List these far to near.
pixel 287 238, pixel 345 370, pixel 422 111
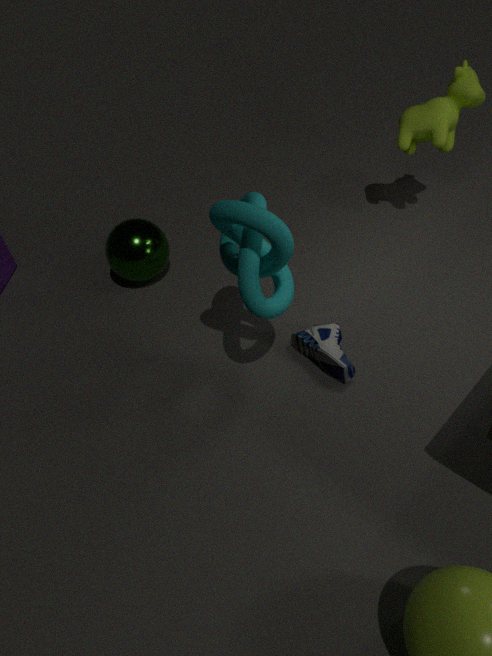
1. pixel 422 111
2. pixel 345 370
3. pixel 287 238
